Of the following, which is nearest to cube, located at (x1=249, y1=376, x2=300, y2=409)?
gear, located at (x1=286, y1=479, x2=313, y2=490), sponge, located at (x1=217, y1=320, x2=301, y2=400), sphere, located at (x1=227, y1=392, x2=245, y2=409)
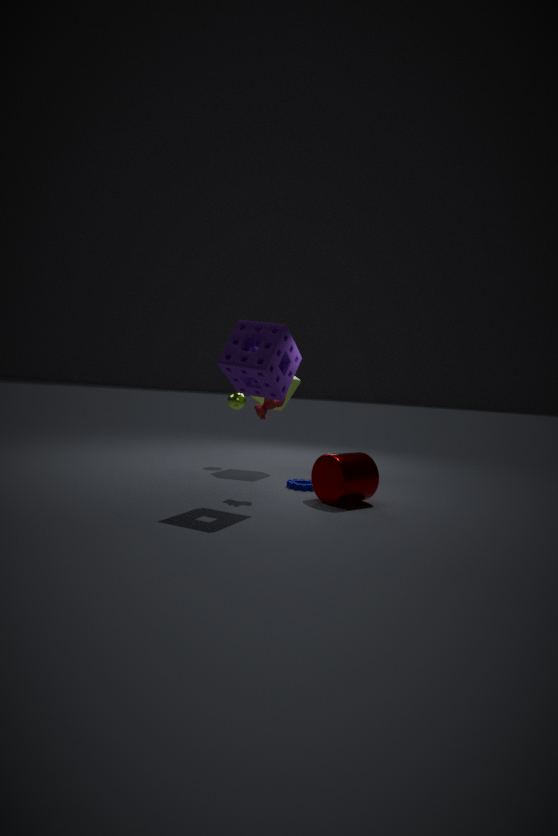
sphere, located at (x1=227, y1=392, x2=245, y2=409)
